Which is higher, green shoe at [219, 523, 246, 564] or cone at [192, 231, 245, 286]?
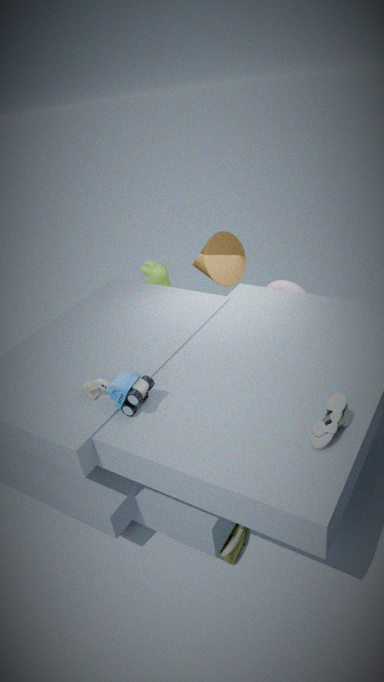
cone at [192, 231, 245, 286]
